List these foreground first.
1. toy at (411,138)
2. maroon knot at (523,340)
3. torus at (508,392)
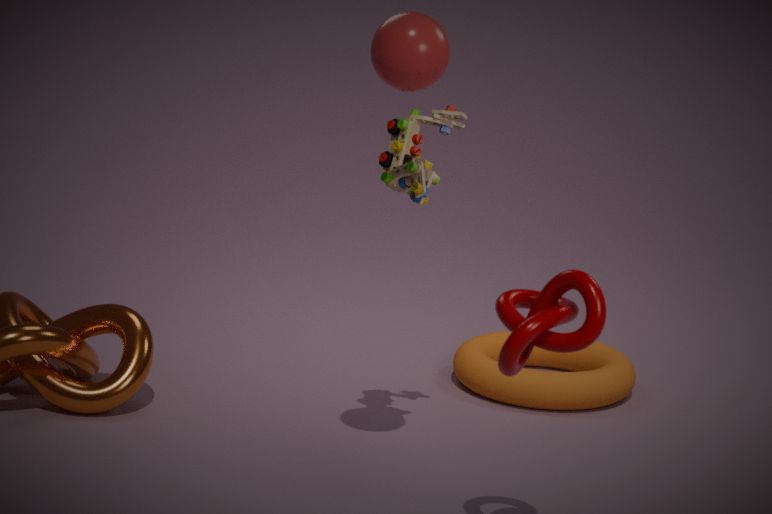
1. maroon knot at (523,340)
2. toy at (411,138)
3. torus at (508,392)
